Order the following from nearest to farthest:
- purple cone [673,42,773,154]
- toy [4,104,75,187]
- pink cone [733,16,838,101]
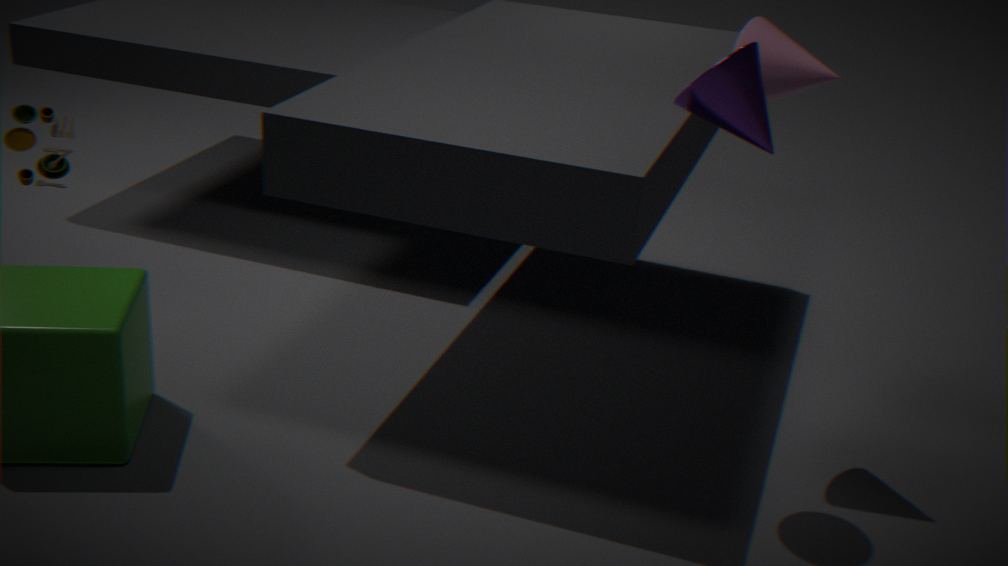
purple cone [673,42,773,154] → pink cone [733,16,838,101] → toy [4,104,75,187]
